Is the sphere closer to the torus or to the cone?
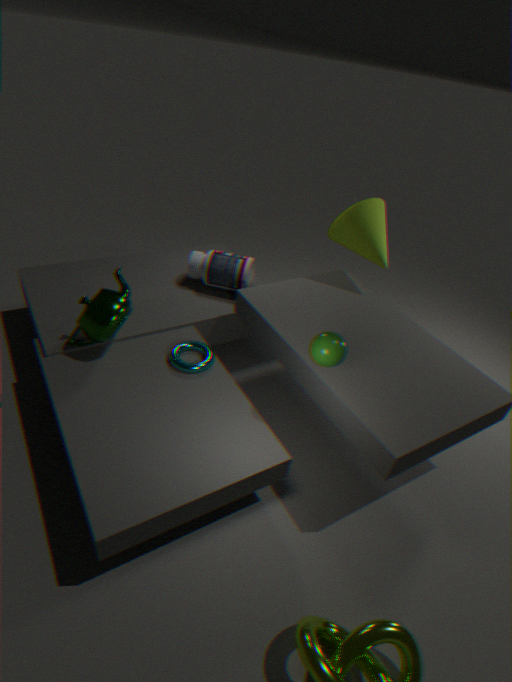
the torus
